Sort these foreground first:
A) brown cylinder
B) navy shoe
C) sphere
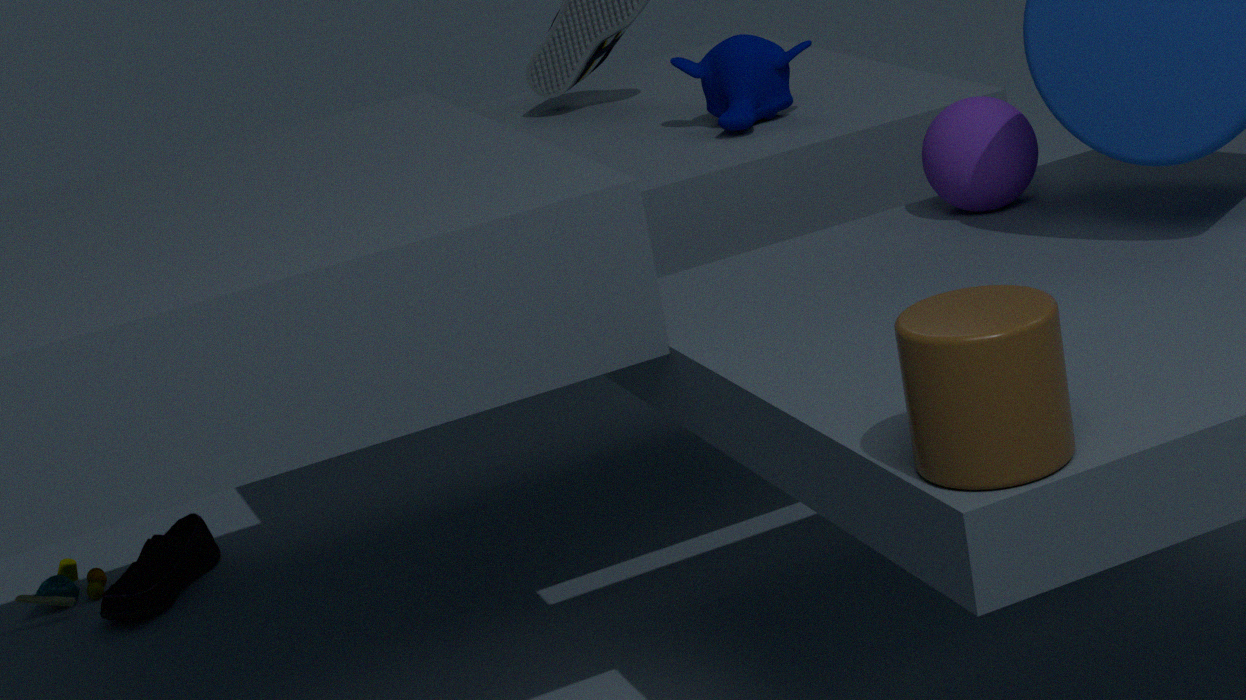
brown cylinder, sphere, navy shoe
